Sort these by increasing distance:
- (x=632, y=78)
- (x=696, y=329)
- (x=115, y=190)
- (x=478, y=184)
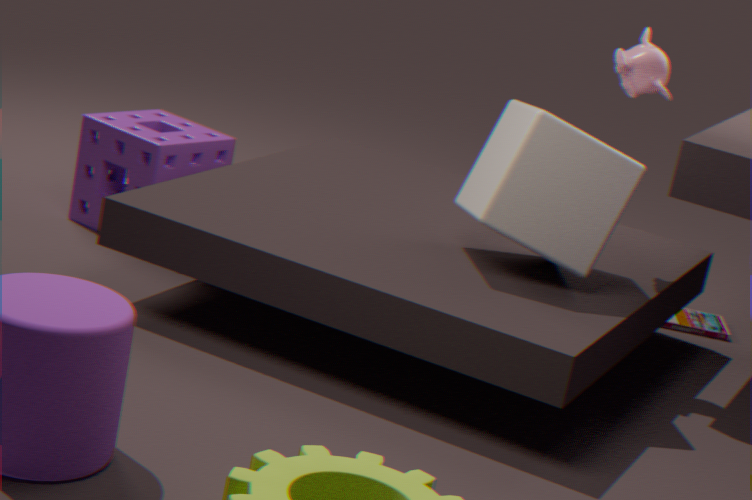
(x=478, y=184)
(x=632, y=78)
(x=115, y=190)
(x=696, y=329)
